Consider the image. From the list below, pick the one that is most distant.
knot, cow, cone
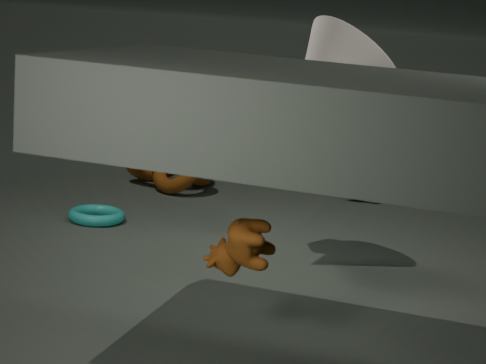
knot
